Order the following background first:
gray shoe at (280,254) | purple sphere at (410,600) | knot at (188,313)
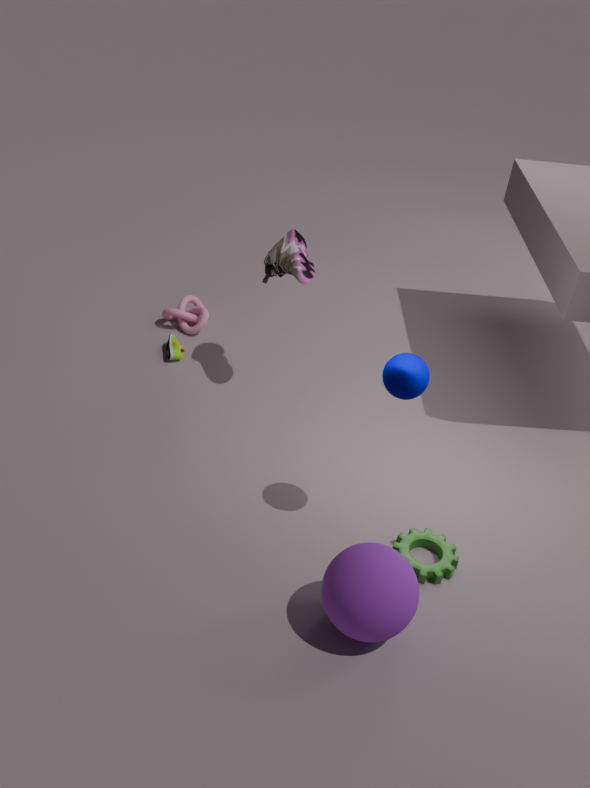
knot at (188,313), gray shoe at (280,254), purple sphere at (410,600)
